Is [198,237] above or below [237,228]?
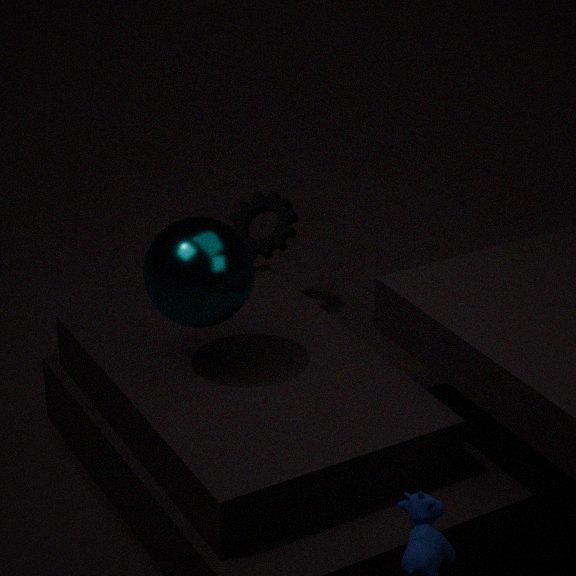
above
